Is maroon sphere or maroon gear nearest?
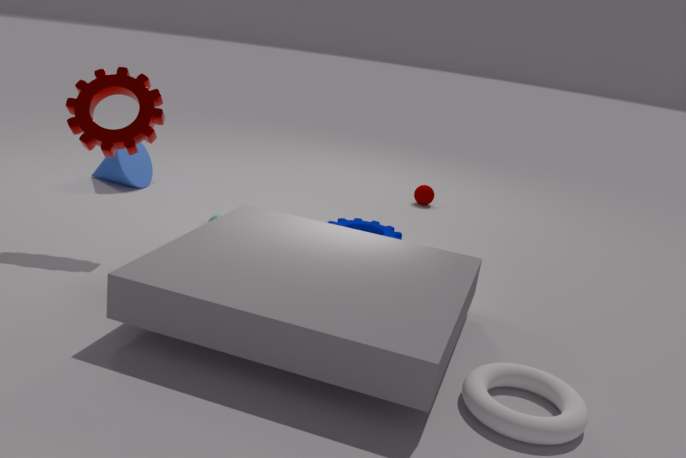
maroon gear
